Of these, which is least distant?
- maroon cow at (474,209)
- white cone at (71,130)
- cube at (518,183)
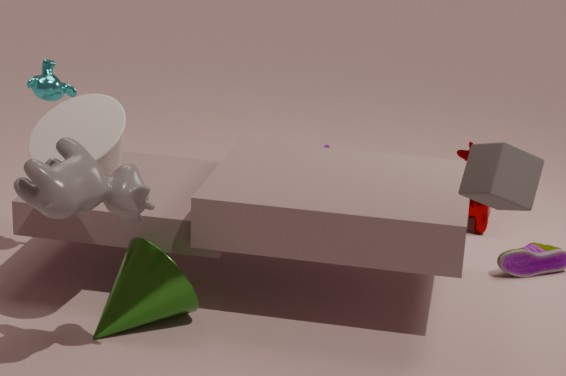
cube at (518,183)
